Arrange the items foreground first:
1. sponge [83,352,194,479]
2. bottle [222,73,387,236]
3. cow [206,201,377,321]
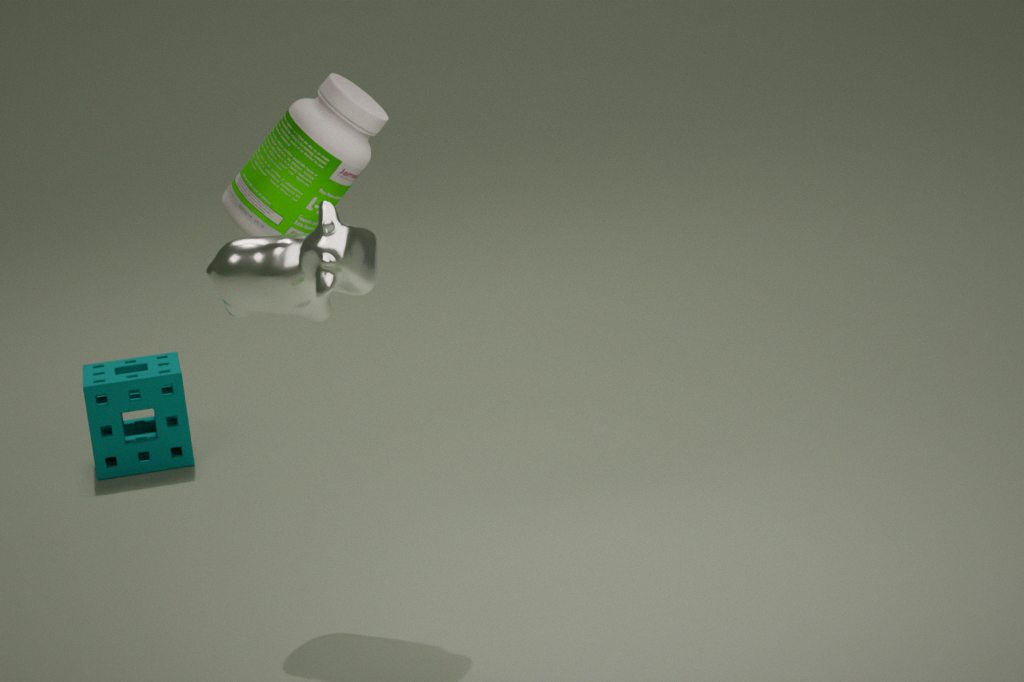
cow [206,201,377,321]
bottle [222,73,387,236]
sponge [83,352,194,479]
